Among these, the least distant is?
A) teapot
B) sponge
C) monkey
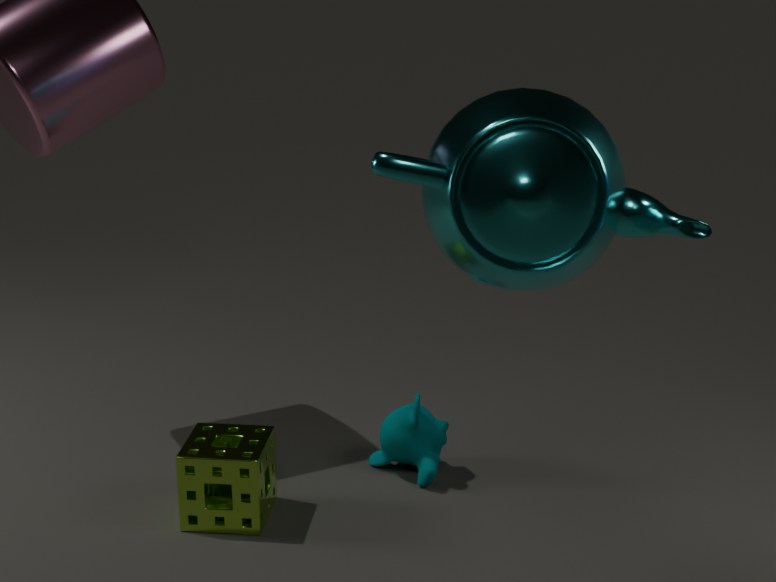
teapot
